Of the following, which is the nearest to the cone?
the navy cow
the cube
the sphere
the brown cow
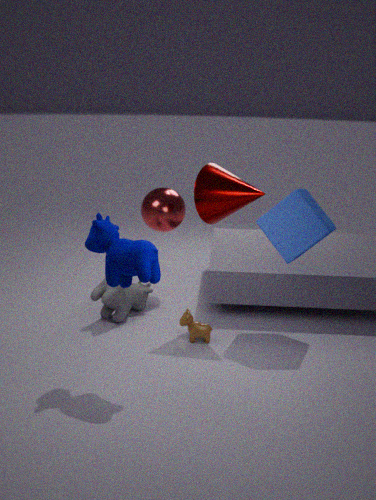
A: the cube
